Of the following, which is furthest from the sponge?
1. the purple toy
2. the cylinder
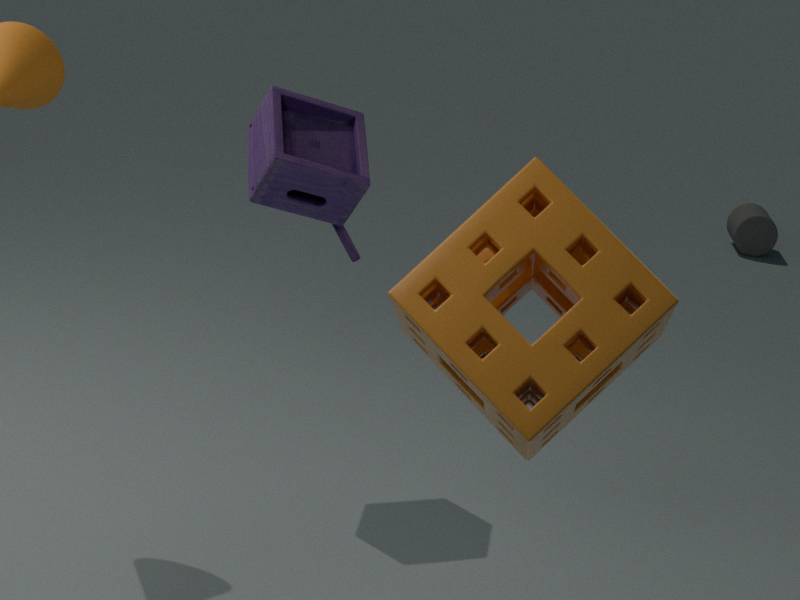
the cylinder
